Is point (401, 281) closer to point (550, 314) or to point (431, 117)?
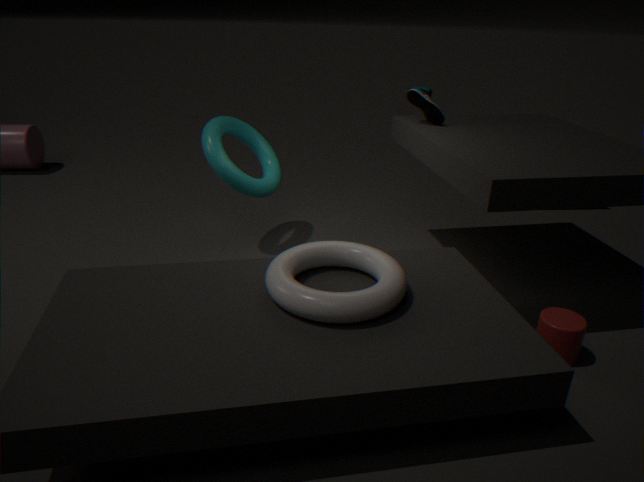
point (550, 314)
